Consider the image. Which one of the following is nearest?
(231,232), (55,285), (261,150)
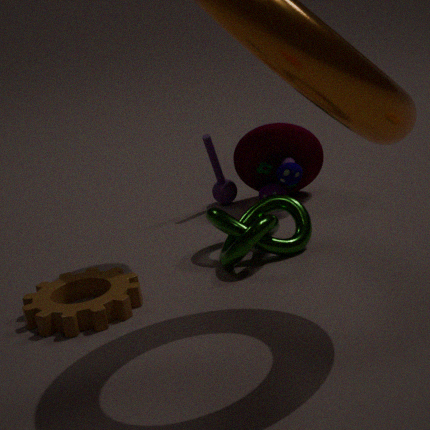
(55,285)
